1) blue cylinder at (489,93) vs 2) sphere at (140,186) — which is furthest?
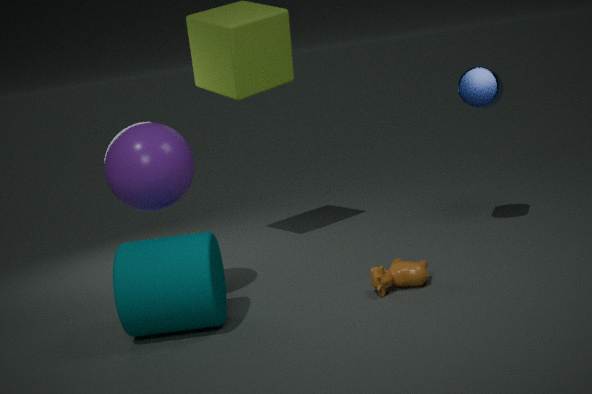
1. blue cylinder at (489,93)
